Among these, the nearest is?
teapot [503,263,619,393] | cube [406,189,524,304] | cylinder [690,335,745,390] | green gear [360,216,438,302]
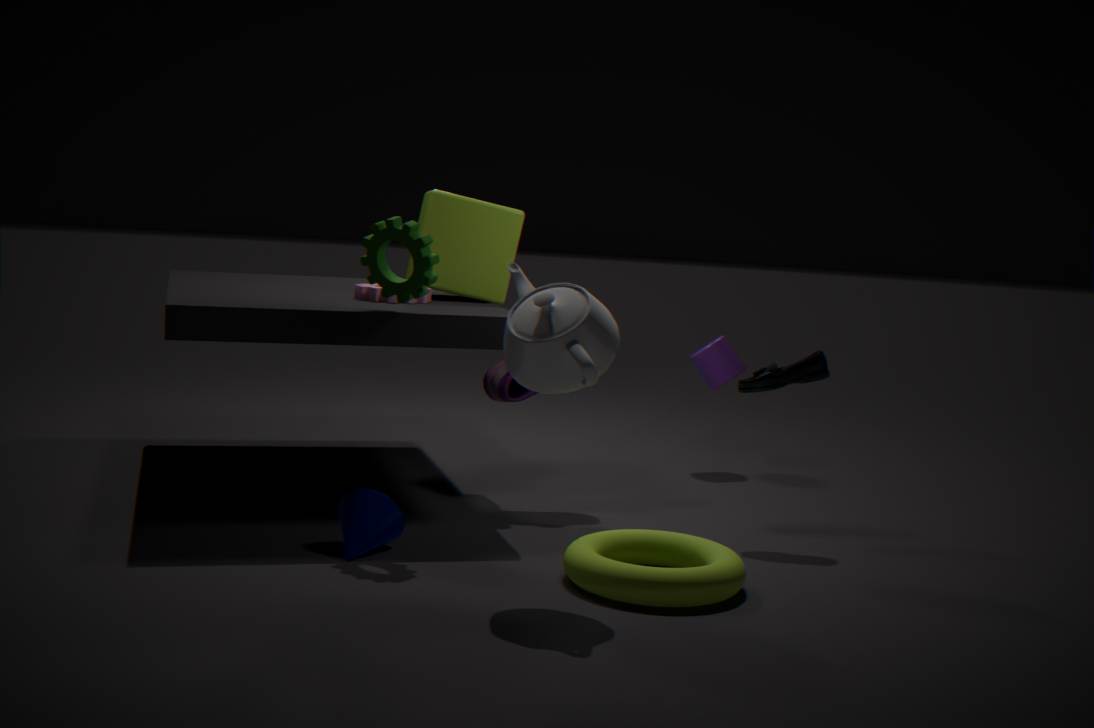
teapot [503,263,619,393]
